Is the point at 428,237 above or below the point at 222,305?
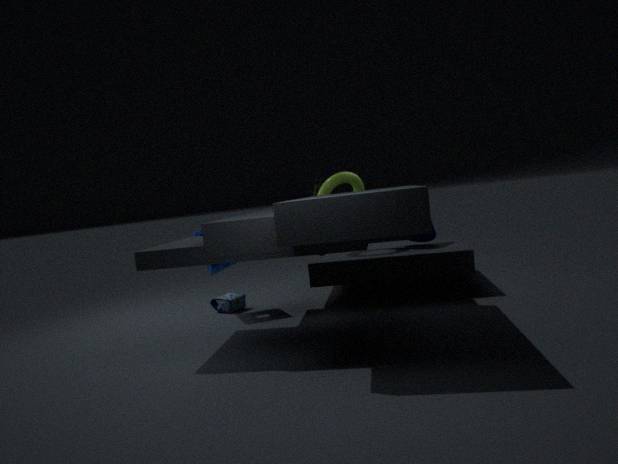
above
